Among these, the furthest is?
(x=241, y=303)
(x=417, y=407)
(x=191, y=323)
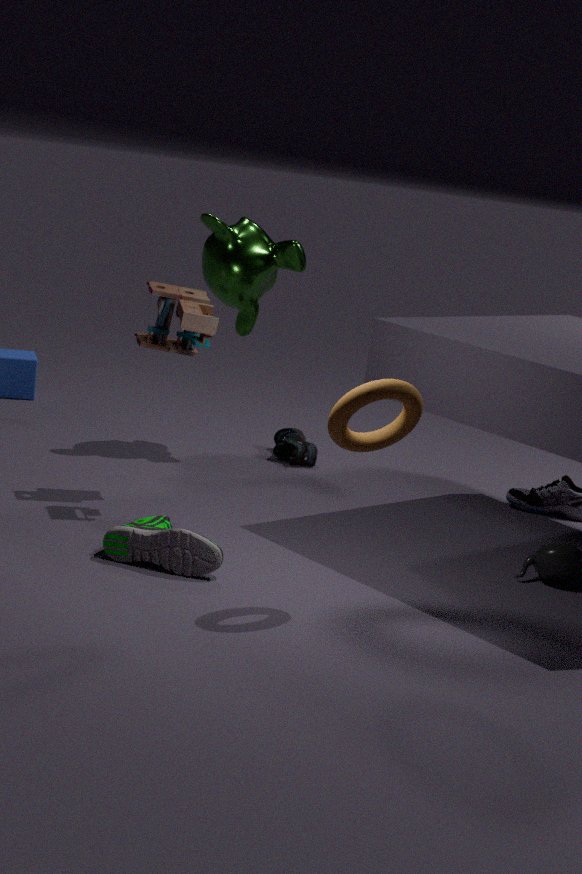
(x=241, y=303)
